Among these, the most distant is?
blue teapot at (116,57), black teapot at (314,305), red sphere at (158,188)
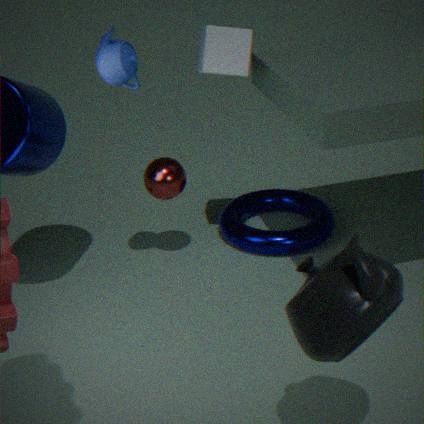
red sphere at (158,188)
